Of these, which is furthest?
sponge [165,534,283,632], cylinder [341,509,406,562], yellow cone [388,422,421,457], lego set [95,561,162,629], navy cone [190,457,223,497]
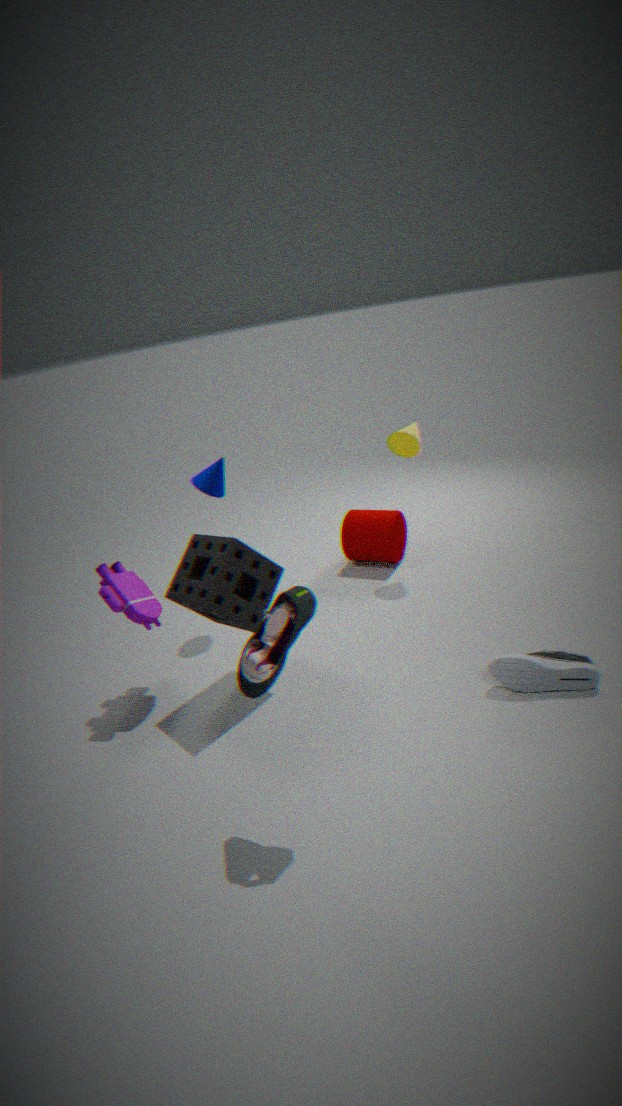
cylinder [341,509,406,562]
